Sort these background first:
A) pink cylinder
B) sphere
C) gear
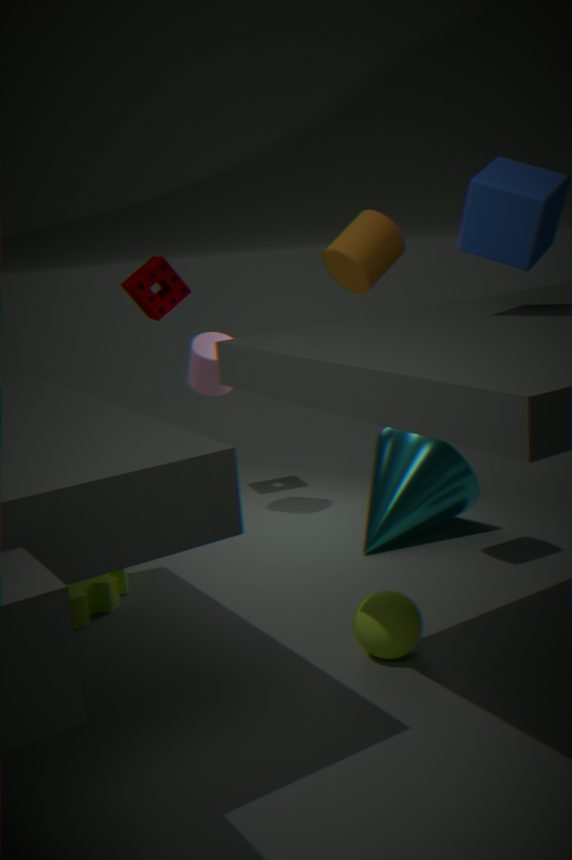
pink cylinder
gear
sphere
